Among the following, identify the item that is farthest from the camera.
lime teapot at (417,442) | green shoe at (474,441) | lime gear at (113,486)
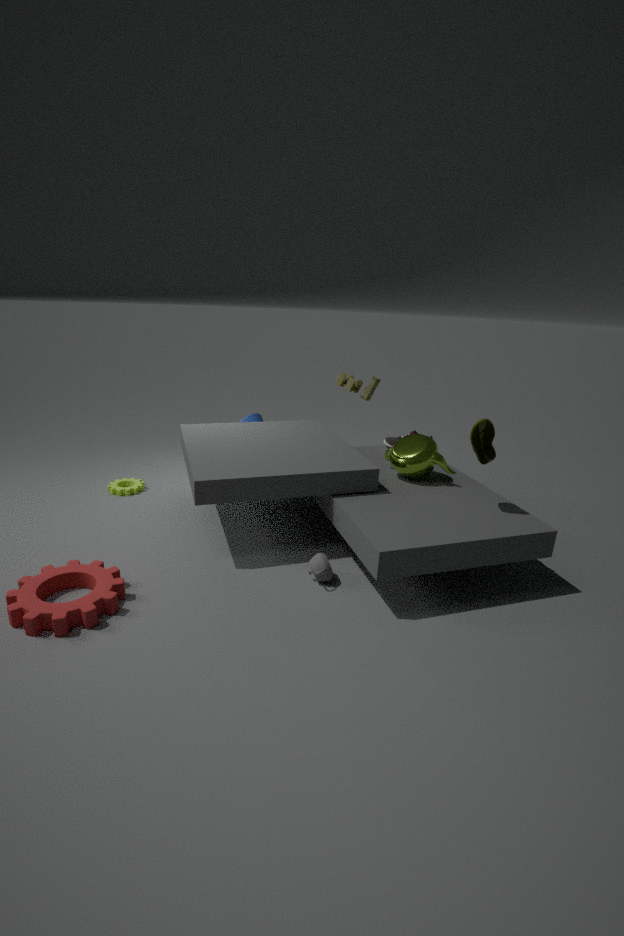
lime gear at (113,486)
